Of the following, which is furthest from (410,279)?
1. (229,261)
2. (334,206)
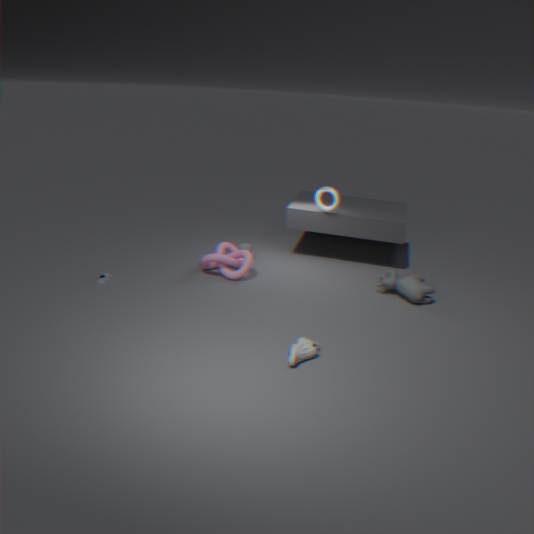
(229,261)
